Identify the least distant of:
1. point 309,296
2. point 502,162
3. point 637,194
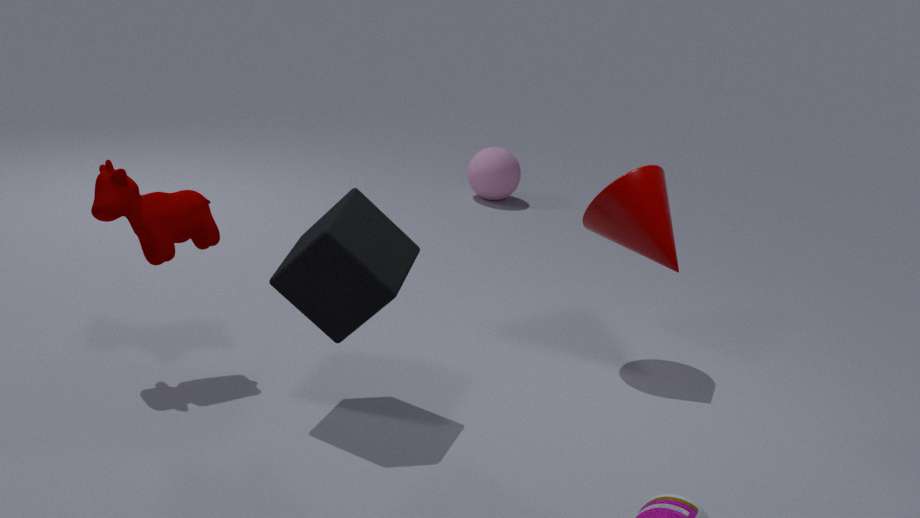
point 309,296
